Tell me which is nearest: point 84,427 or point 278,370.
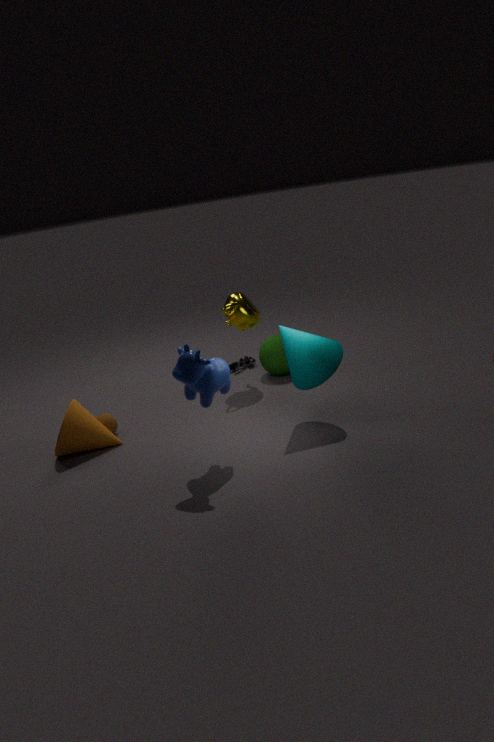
point 84,427
